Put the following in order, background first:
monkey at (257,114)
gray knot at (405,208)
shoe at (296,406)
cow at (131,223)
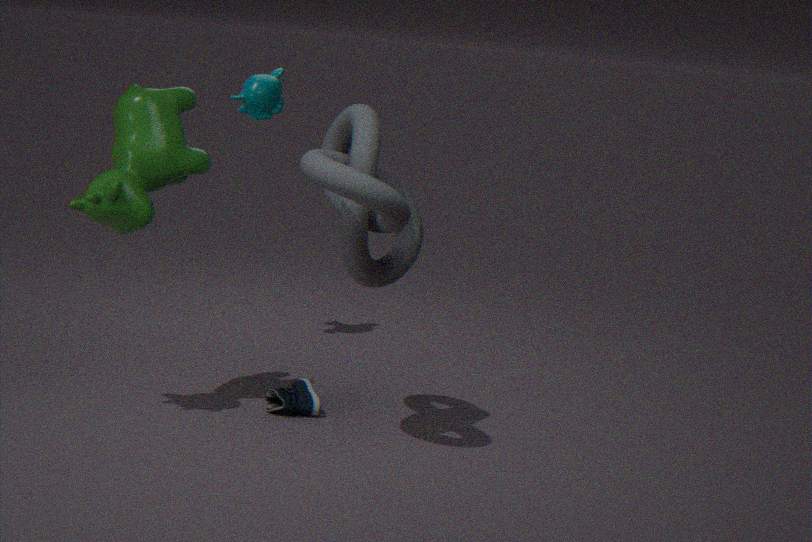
monkey at (257,114)
shoe at (296,406)
cow at (131,223)
gray knot at (405,208)
